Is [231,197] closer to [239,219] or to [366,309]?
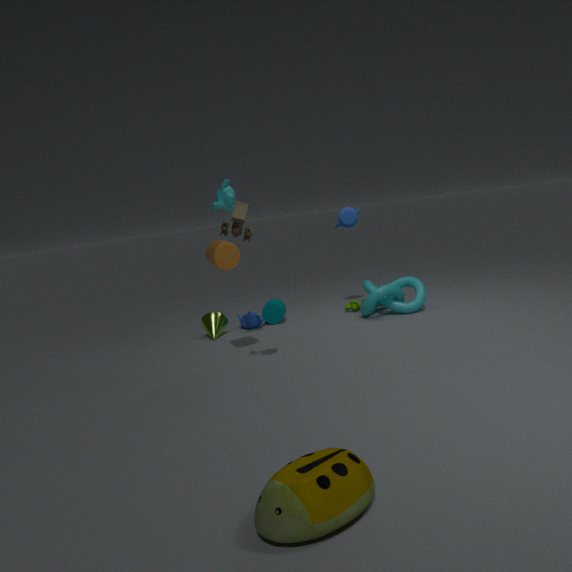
[239,219]
